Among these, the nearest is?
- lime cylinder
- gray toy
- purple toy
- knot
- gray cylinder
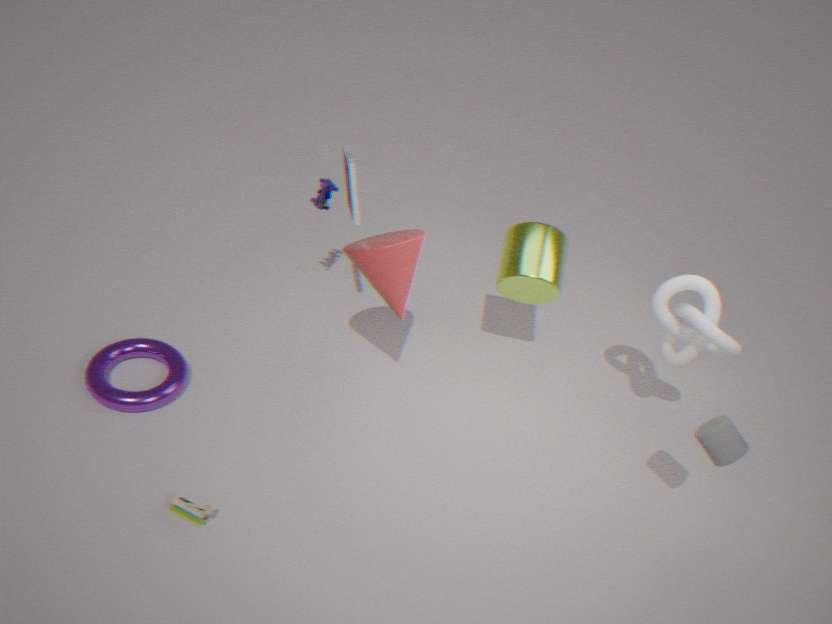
gray toy
